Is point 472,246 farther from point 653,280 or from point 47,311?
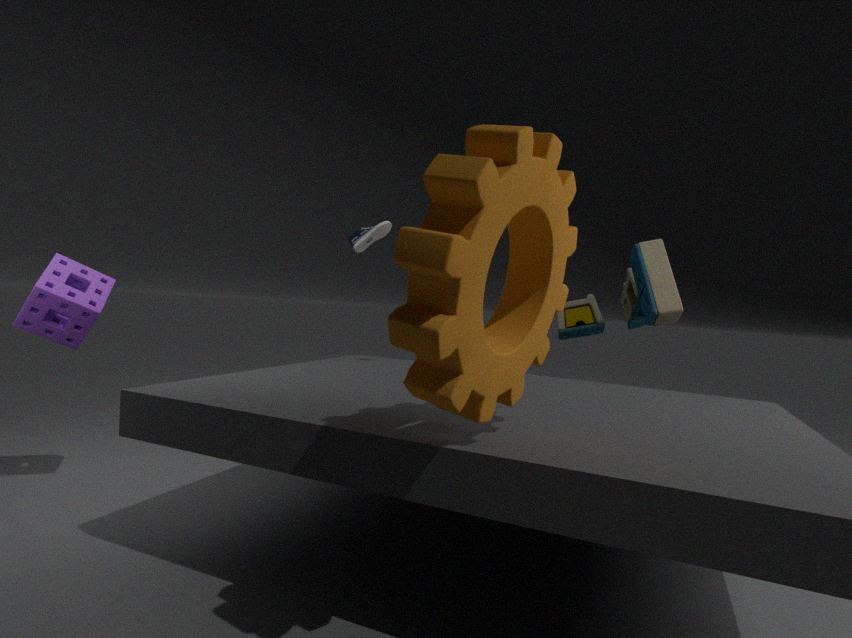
point 653,280
